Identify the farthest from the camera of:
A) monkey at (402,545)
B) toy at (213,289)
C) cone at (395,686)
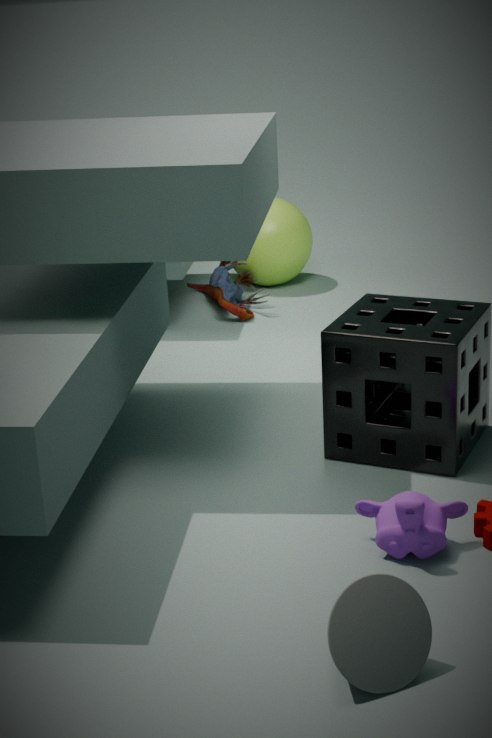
toy at (213,289)
